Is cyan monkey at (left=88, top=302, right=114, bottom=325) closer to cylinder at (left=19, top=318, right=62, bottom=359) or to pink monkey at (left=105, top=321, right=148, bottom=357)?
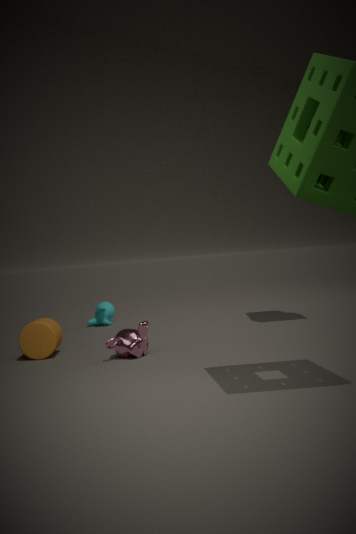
cylinder at (left=19, top=318, right=62, bottom=359)
